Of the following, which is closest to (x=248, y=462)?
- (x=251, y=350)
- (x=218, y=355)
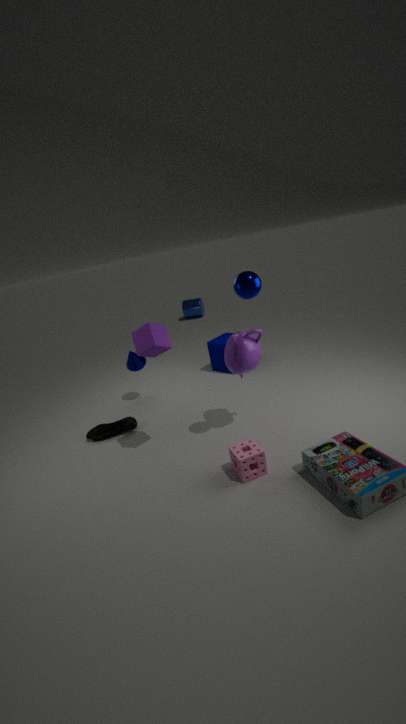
(x=251, y=350)
